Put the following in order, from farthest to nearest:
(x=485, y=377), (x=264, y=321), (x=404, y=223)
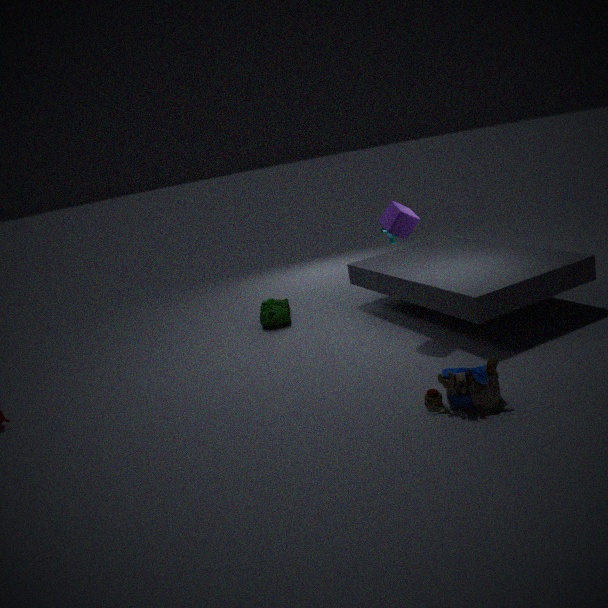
(x=264, y=321) → (x=404, y=223) → (x=485, y=377)
